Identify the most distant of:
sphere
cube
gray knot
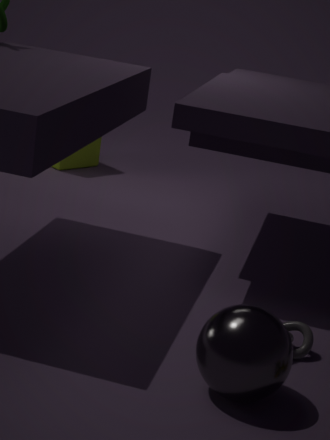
cube
